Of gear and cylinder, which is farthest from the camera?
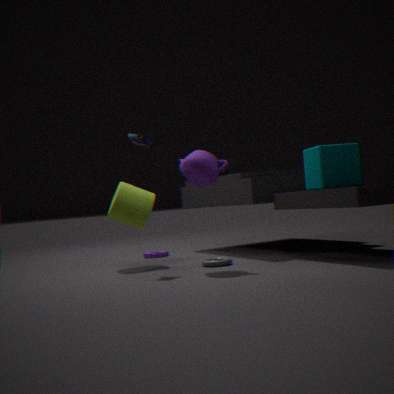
gear
